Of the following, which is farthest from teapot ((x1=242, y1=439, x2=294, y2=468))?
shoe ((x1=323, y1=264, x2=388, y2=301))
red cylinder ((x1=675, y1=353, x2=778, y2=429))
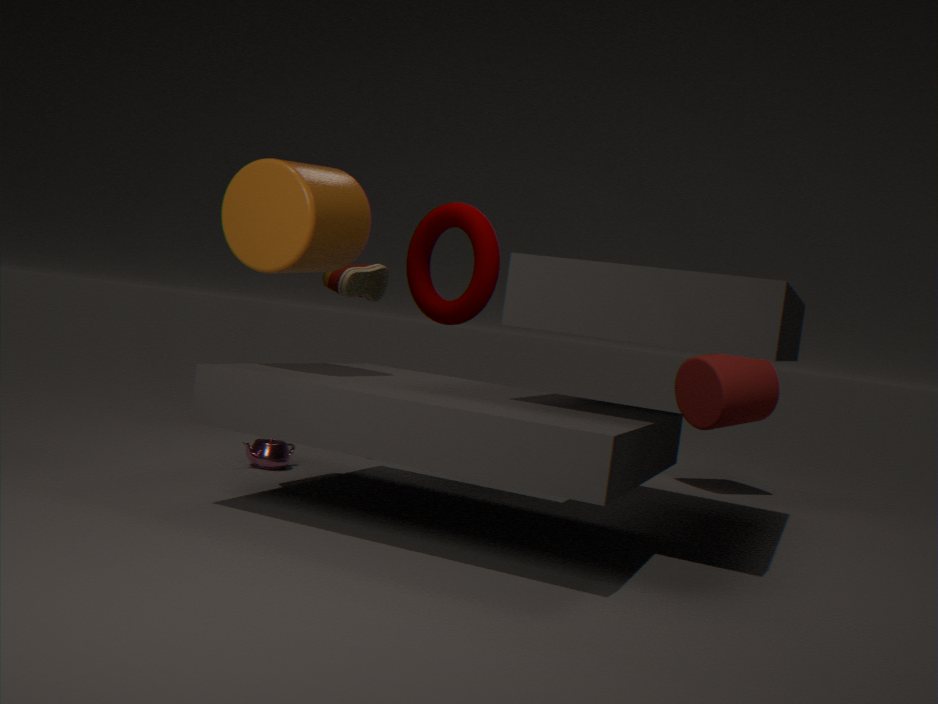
red cylinder ((x1=675, y1=353, x2=778, y2=429))
